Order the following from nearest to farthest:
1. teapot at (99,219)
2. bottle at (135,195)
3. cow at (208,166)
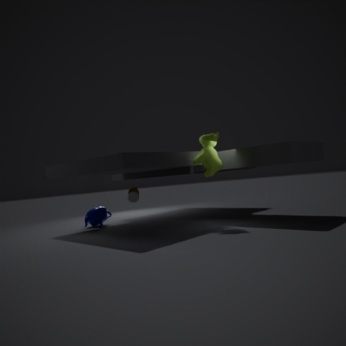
cow at (208,166) → bottle at (135,195) → teapot at (99,219)
